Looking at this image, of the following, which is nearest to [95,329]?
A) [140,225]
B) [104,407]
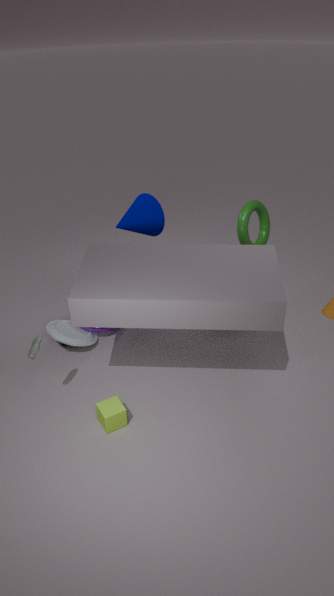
[140,225]
